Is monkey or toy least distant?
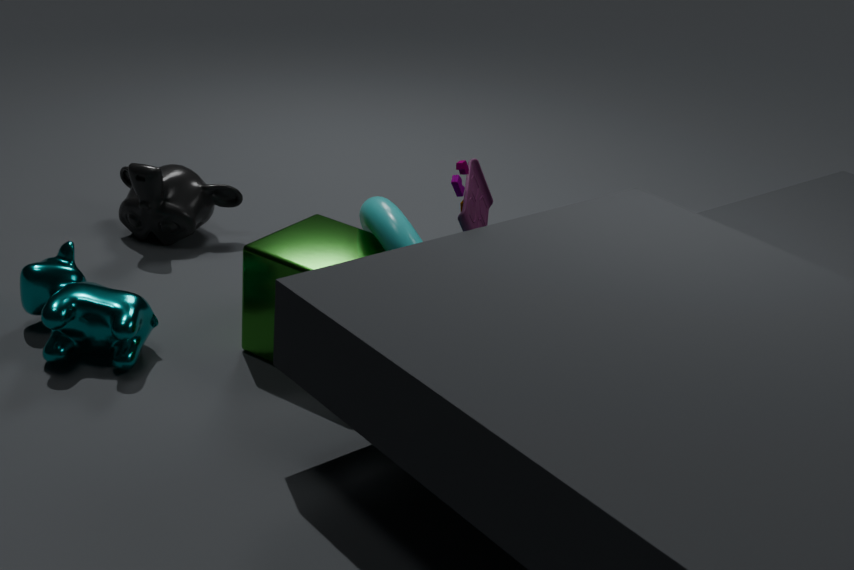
toy
